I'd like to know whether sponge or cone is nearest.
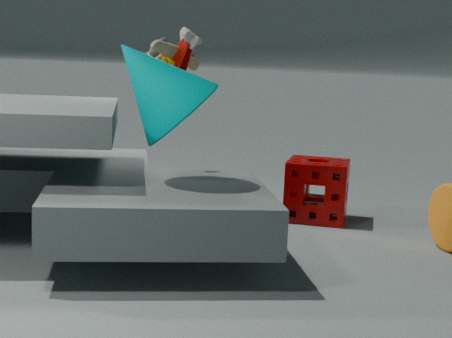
cone
